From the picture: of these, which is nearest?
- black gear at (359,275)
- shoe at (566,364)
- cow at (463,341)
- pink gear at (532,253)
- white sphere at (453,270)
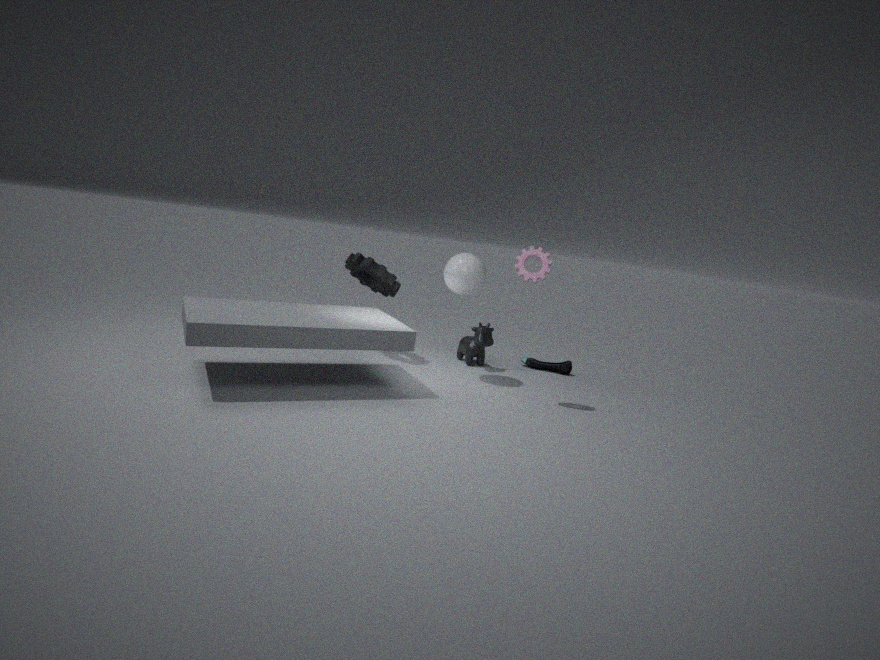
pink gear at (532,253)
